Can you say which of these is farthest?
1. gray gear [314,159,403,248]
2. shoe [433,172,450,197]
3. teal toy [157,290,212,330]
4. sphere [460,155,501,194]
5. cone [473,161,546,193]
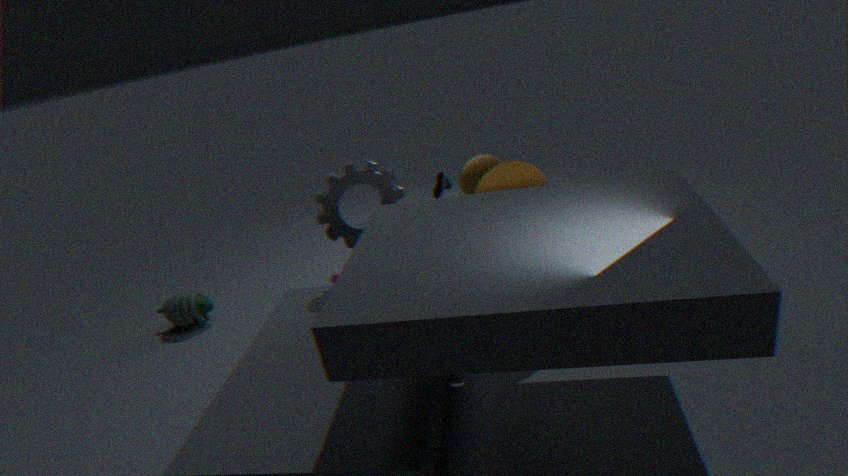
shoe [433,172,450,197]
